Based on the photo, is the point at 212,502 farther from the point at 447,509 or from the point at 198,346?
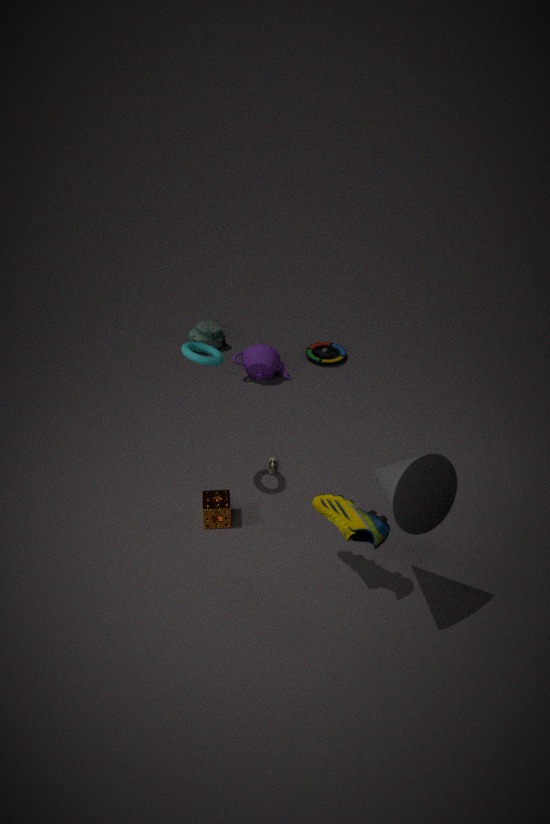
the point at 447,509
